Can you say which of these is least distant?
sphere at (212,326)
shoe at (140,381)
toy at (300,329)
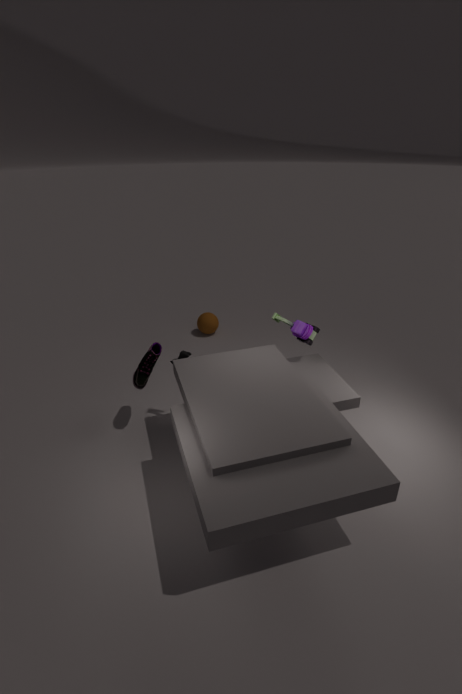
shoe at (140,381)
